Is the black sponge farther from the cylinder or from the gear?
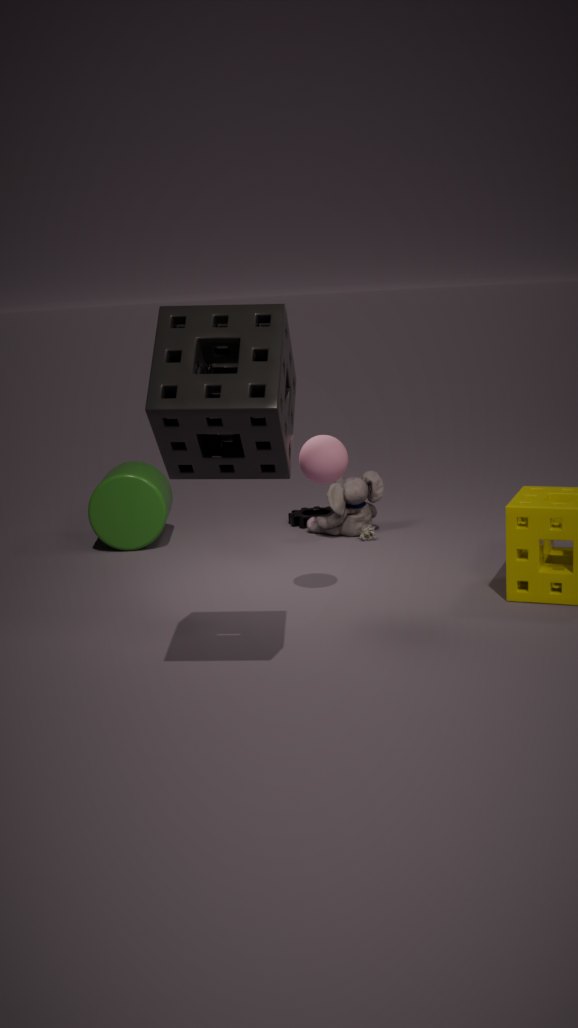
the gear
